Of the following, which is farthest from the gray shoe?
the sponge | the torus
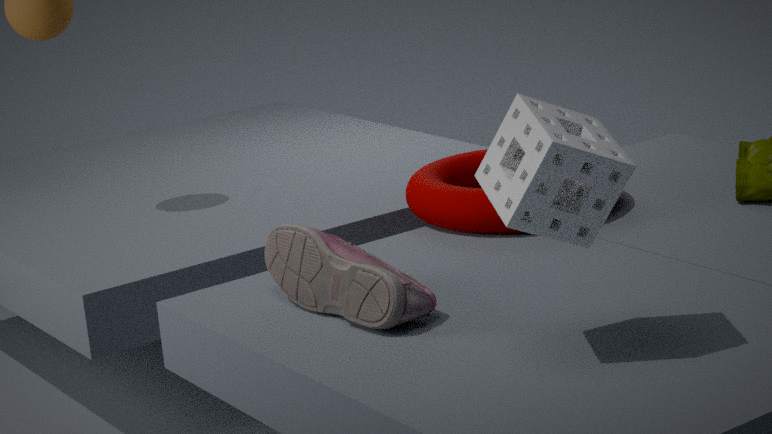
the torus
